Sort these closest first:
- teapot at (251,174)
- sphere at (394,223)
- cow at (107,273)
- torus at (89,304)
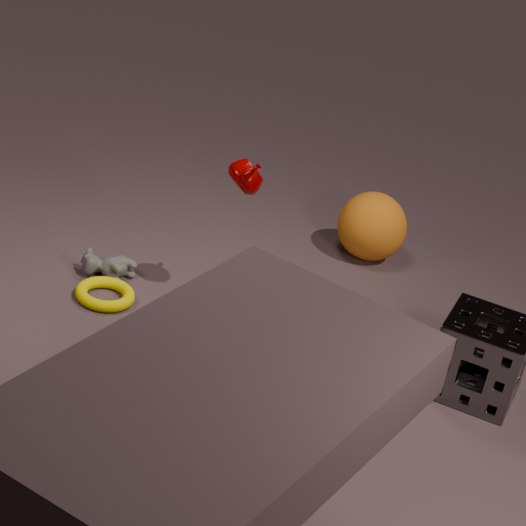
1. teapot at (251,174)
2. torus at (89,304)
3. cow at (107,273)
4. sphere at (394,223)
